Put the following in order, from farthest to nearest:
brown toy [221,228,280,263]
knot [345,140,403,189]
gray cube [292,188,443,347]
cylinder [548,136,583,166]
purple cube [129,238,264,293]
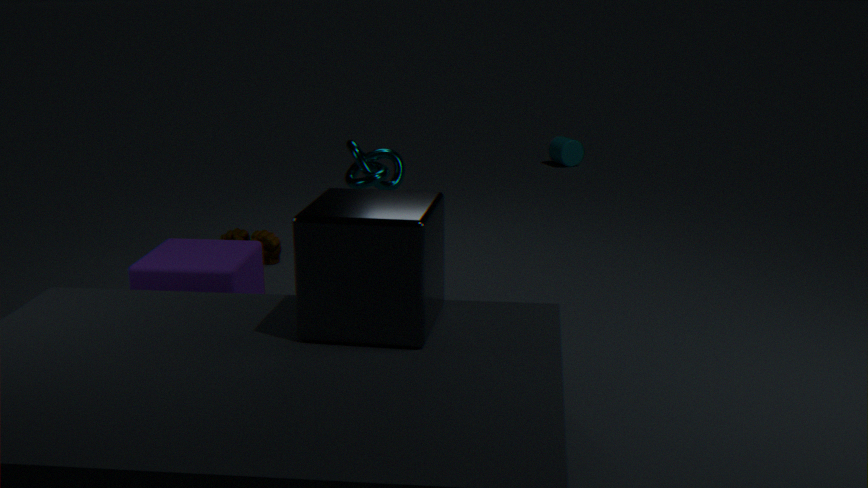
cylinder [548,136,583,166] < brown toy [221,228,280,263] < knot [345,140,403,189] < purple cube [129,238,264,293] < gray cube [292,188,443,347]
